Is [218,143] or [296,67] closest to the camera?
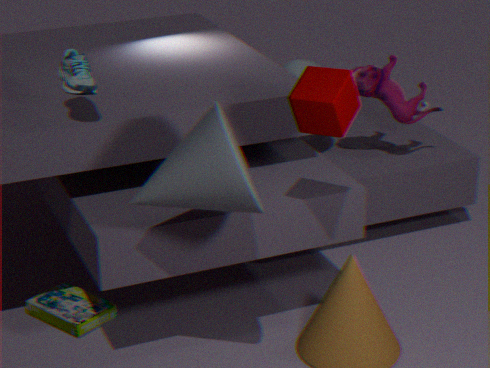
[218,143]
